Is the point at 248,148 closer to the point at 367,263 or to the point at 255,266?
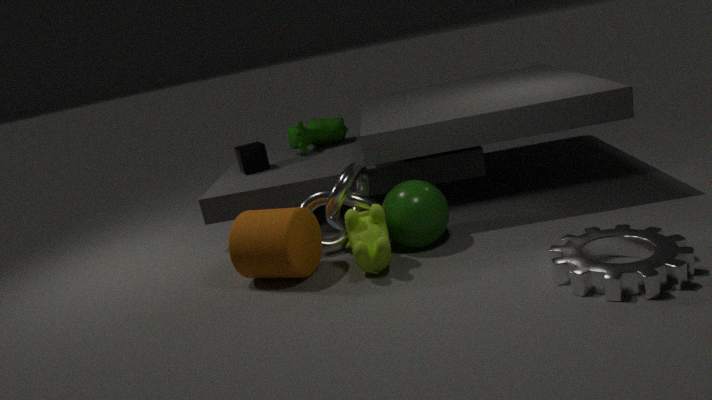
the point at 255,266
